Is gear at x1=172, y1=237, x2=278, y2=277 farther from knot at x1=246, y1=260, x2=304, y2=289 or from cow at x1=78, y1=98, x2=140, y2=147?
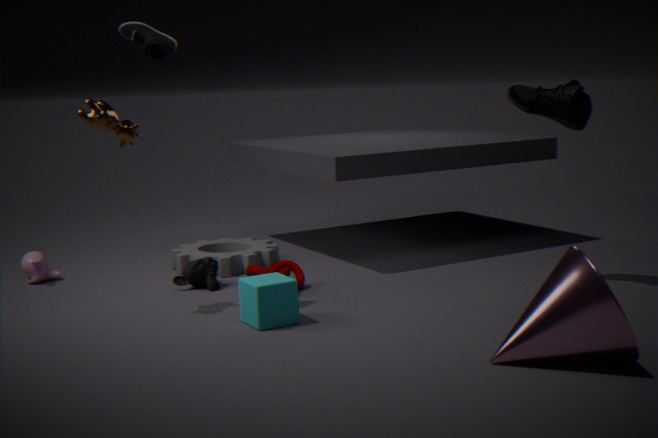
cow at x1=78, y1=98, x2=140, y2=147
